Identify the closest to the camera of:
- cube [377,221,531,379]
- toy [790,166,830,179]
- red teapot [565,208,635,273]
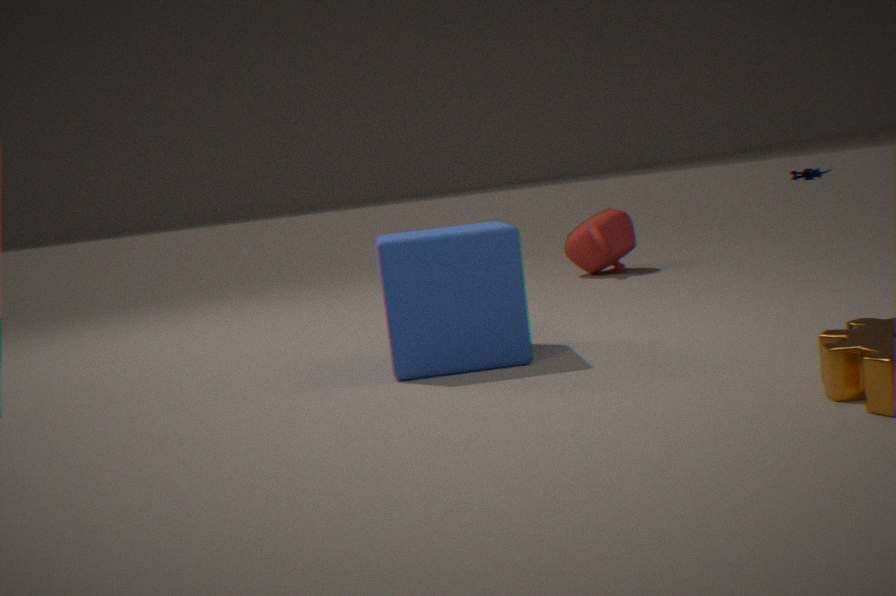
cube [377,221,531,379]
